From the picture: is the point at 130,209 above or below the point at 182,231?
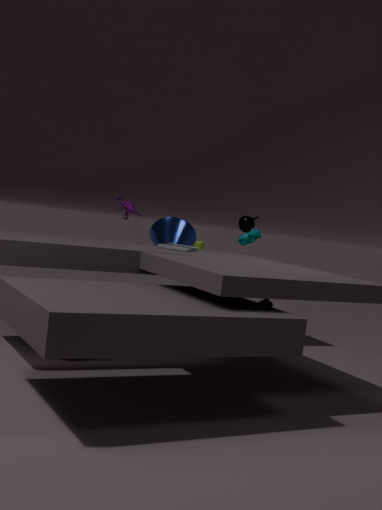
above
